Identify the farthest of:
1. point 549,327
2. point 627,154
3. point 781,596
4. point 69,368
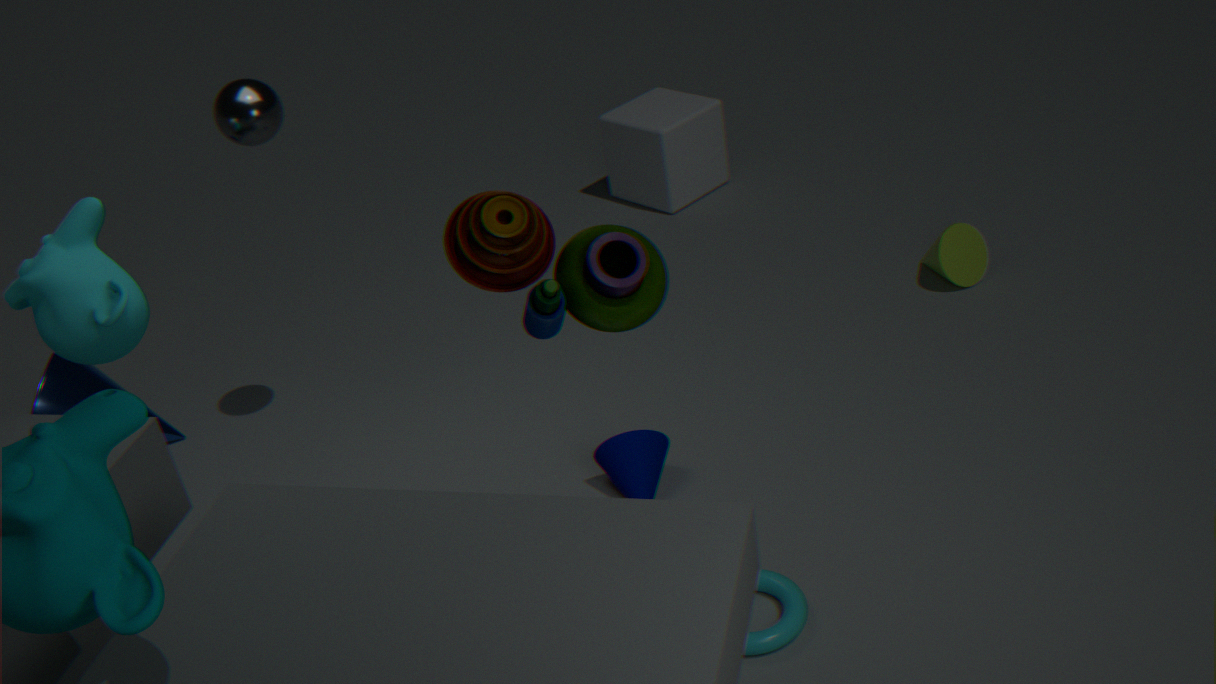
point 627,154
